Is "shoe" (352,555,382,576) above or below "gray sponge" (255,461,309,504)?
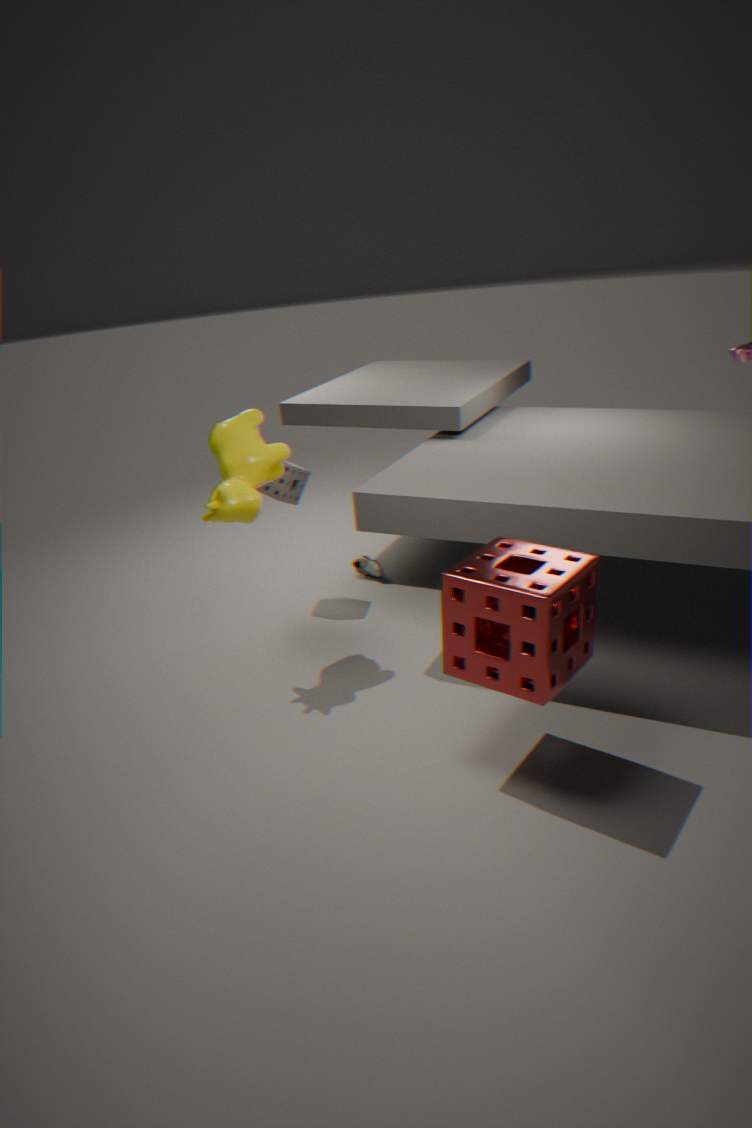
below
